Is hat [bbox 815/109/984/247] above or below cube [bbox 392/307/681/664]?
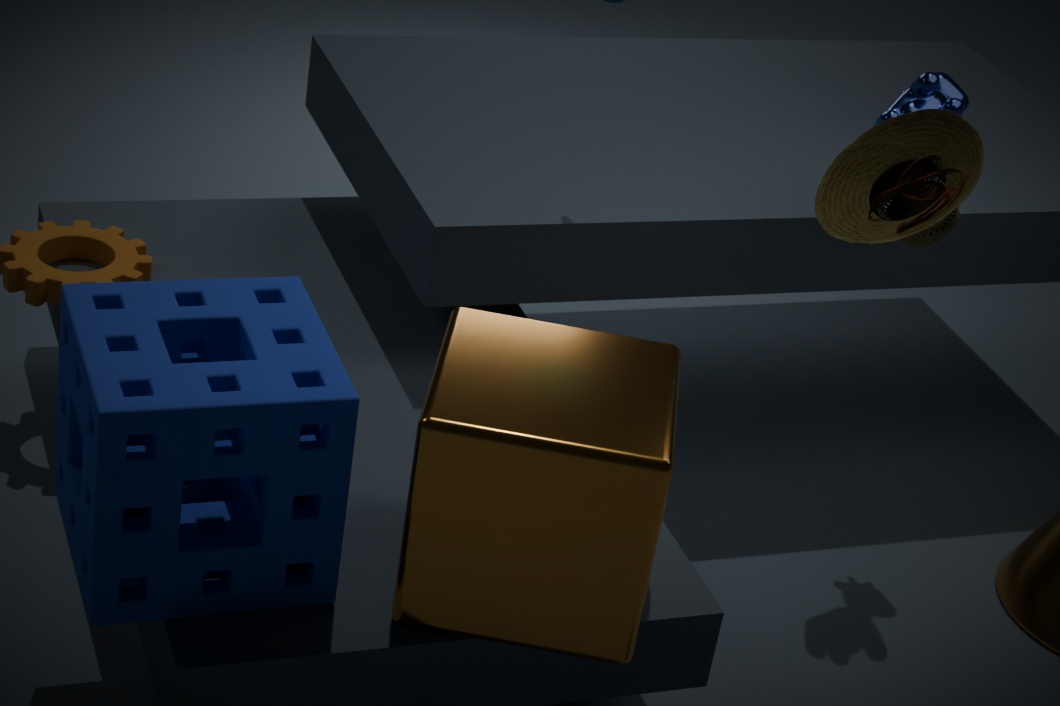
above
